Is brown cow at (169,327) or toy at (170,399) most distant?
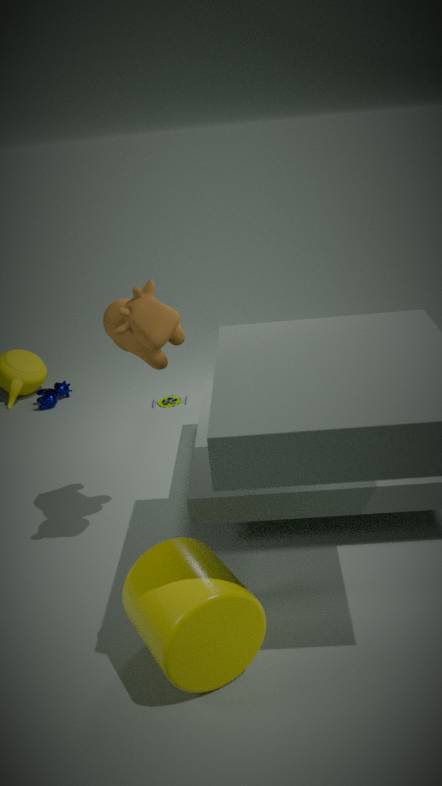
toy at (170,399)
